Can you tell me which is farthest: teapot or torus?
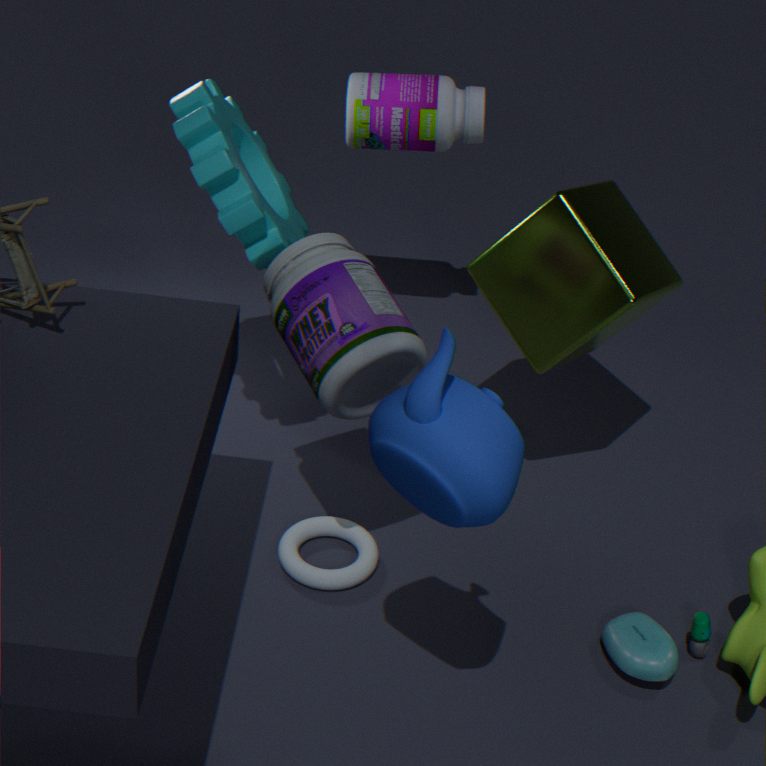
torus
